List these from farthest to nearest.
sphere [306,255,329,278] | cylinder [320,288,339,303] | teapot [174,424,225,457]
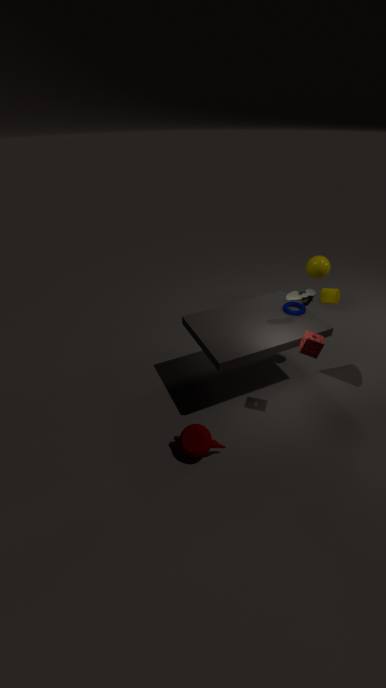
sphere [306,255,329,278] < cylinder [320,288,339,303] < teapot [174,424,225,457]
